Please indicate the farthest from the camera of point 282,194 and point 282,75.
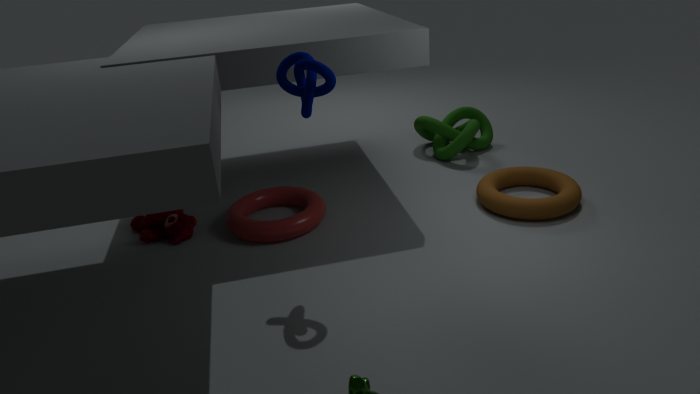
point 282,194
